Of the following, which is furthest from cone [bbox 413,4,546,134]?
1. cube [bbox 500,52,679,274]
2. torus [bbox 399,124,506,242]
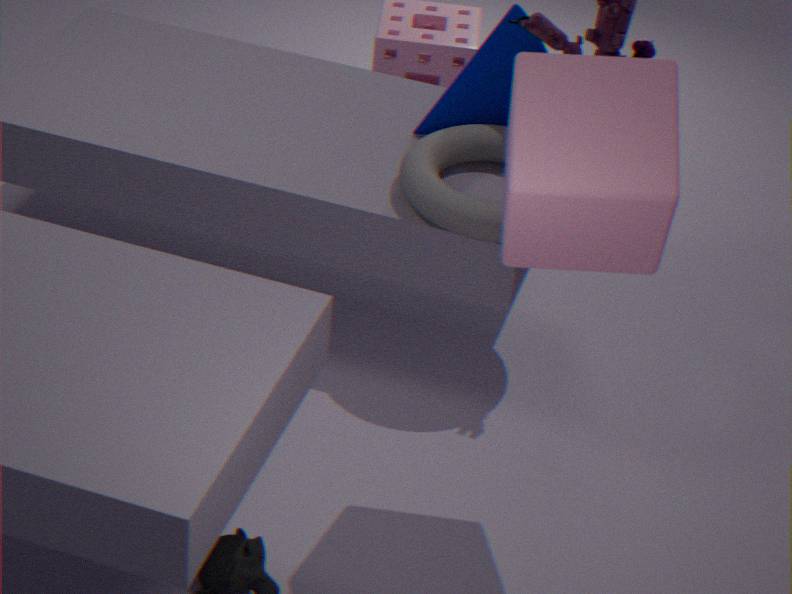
cube [bbox 500,52,679,274]
